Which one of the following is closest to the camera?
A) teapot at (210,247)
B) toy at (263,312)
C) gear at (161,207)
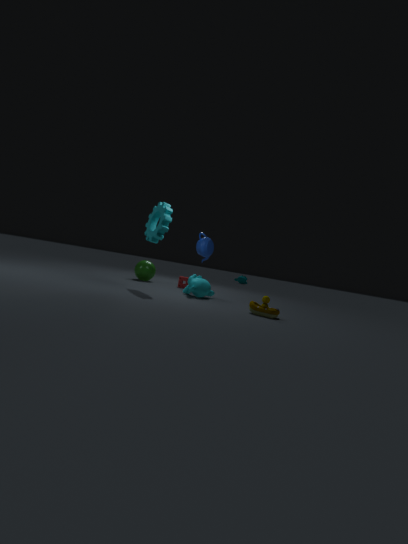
toy at (263,312)
